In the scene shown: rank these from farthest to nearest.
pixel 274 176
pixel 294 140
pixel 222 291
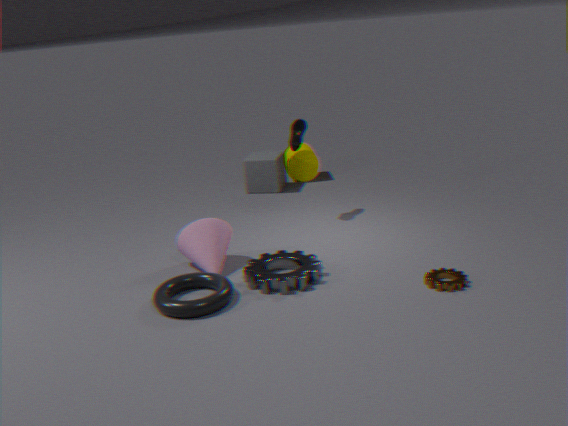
pixel 274 176 → pixel 294 140 → pixel 222 291
